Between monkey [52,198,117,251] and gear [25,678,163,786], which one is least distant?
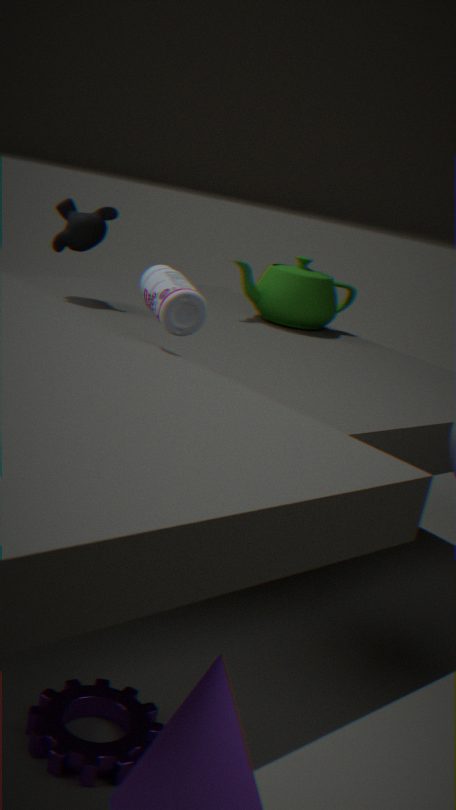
gear [25,678,163,786]
